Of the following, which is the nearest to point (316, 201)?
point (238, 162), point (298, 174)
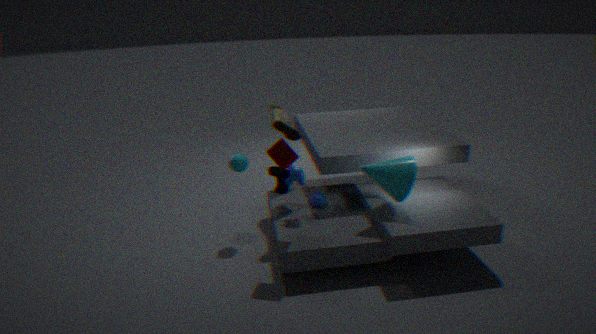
point (298, 174)
